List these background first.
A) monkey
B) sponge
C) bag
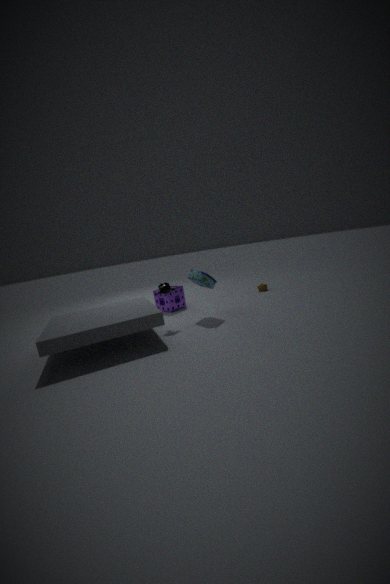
sponge < bag < monkey
